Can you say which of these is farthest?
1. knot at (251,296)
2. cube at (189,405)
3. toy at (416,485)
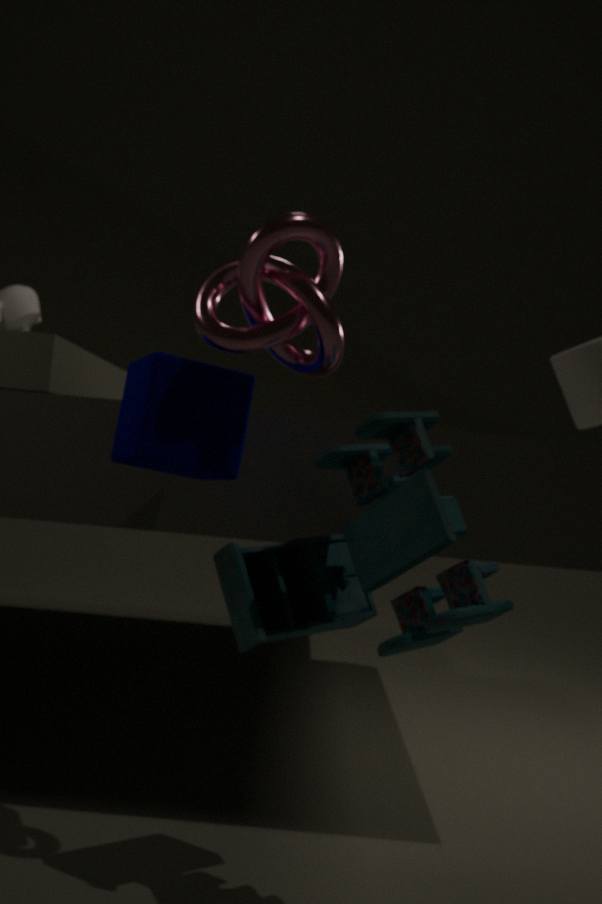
cube at (189,405)
